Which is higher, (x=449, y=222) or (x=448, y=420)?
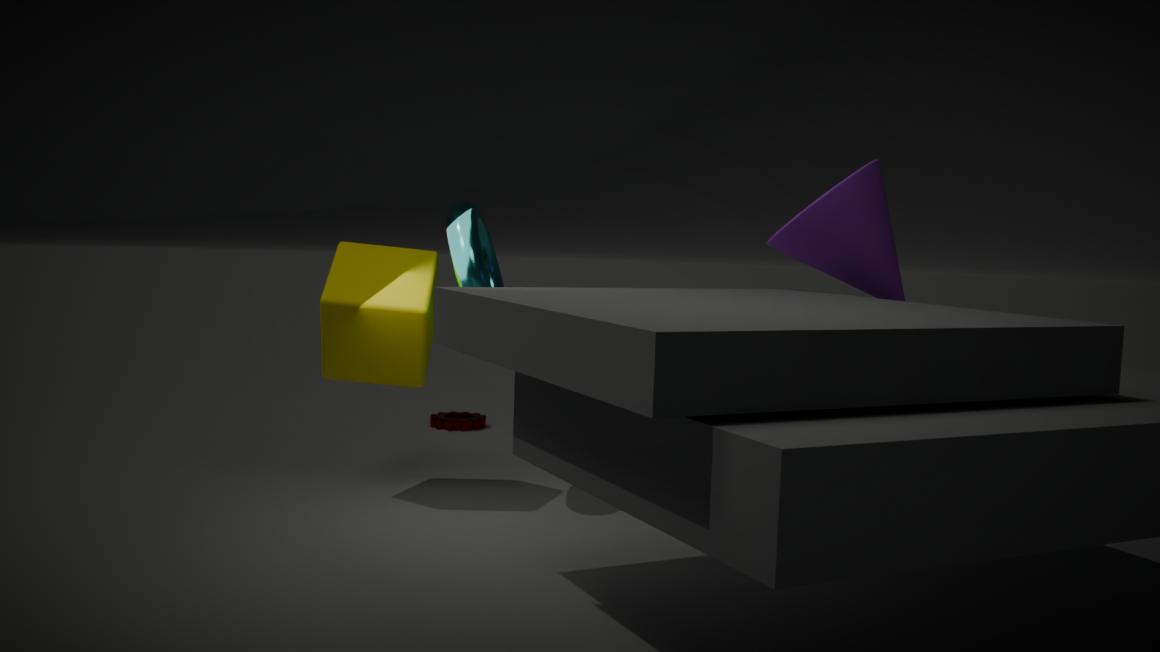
(x=449, y=222)
